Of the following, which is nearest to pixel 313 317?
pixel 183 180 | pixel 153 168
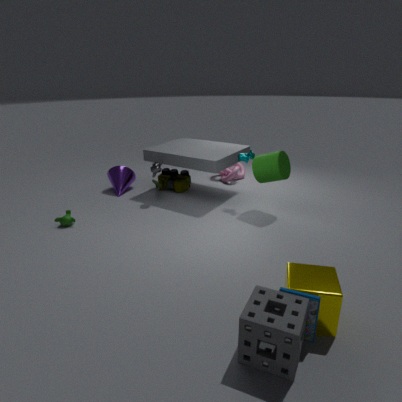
pixel 153 168
